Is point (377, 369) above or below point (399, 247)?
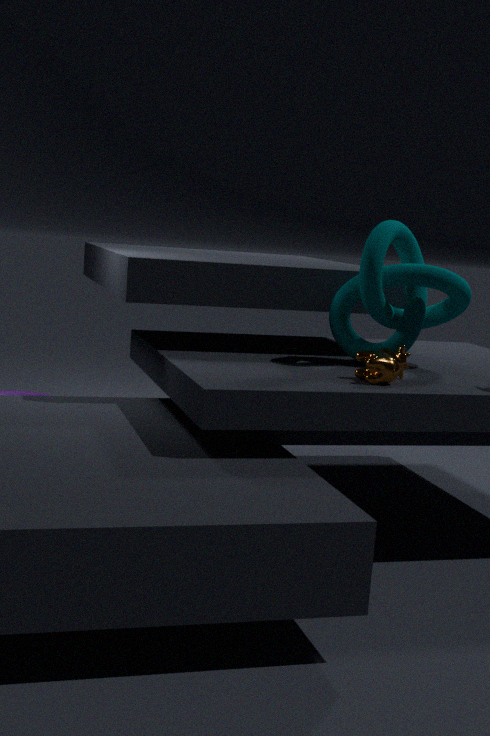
below
